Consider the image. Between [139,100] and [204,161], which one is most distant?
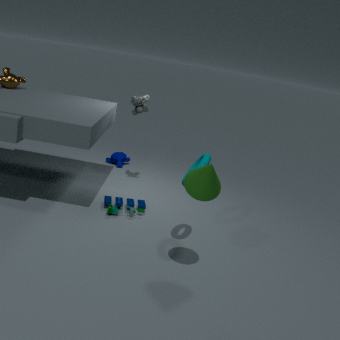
[139,100]
